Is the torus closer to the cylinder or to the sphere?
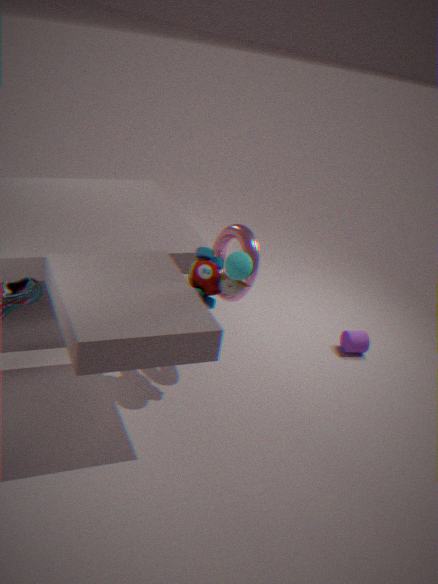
the sphere
